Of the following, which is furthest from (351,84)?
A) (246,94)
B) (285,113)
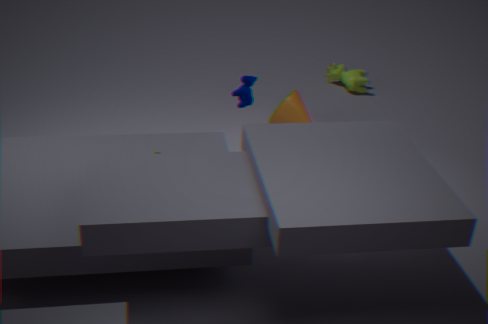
(246,94)
